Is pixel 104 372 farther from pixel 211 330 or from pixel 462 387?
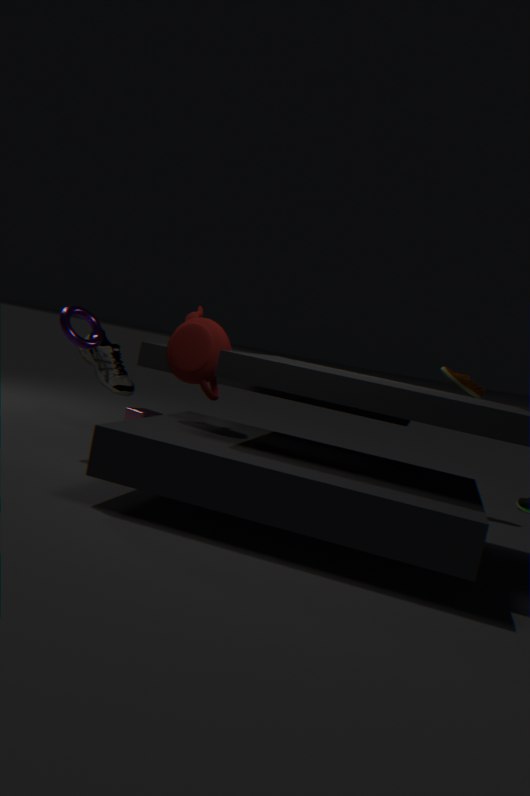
pixel 462 387
